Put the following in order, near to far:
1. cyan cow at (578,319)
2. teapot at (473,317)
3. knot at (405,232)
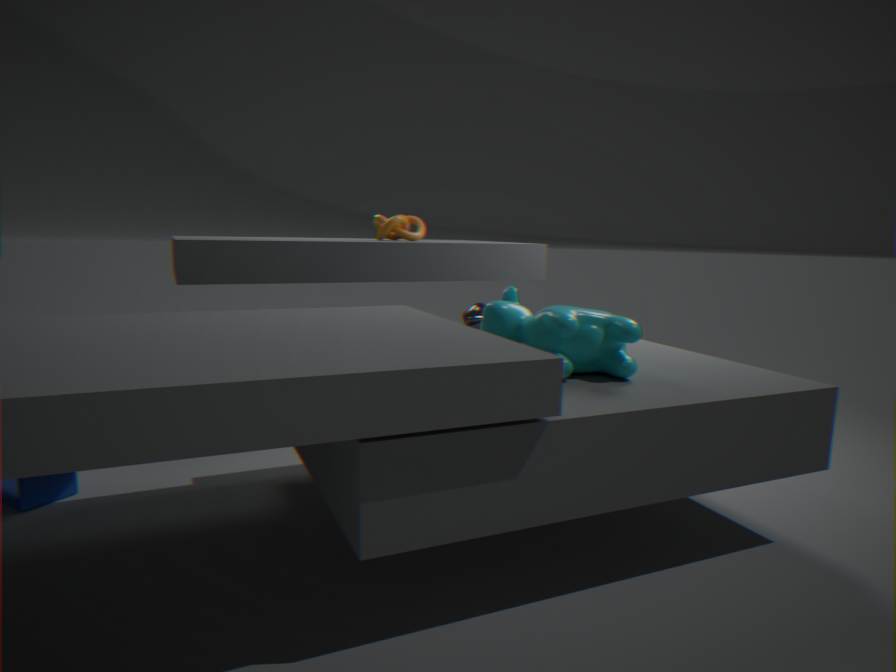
cyan cow at (578,319), teapot at (473,317), knot at (405,232)
